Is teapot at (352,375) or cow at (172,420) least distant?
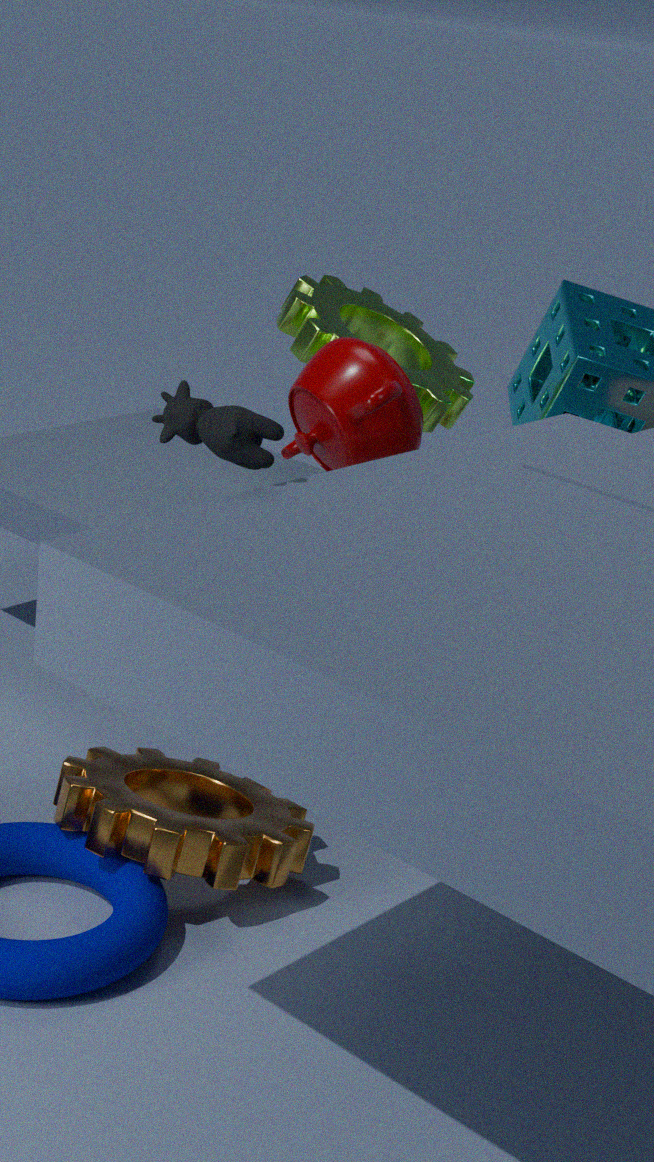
cow at (172,420)
